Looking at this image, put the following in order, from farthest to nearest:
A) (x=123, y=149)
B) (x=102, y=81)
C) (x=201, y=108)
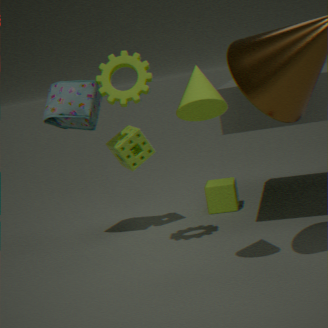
A. (x=123, y=149) < B. (x=102, y=81) < C. (x=201, y=108)
